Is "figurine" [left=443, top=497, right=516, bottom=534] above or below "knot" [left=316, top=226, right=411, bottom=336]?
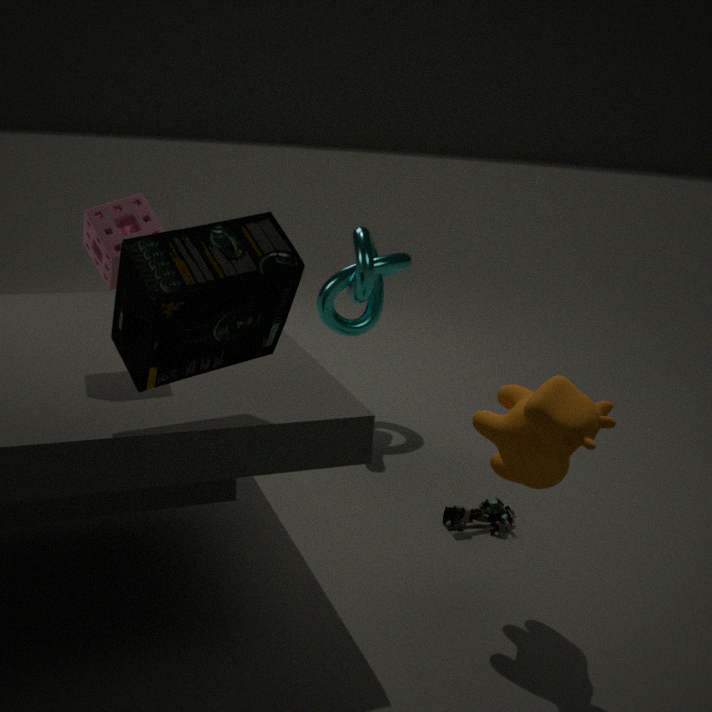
below
